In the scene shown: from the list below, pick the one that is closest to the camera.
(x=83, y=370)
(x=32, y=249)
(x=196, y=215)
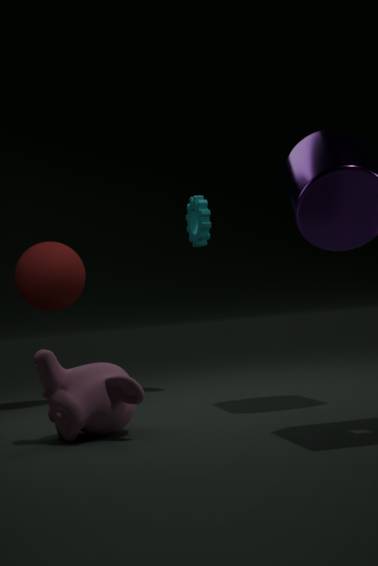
(x=83, y=370)
